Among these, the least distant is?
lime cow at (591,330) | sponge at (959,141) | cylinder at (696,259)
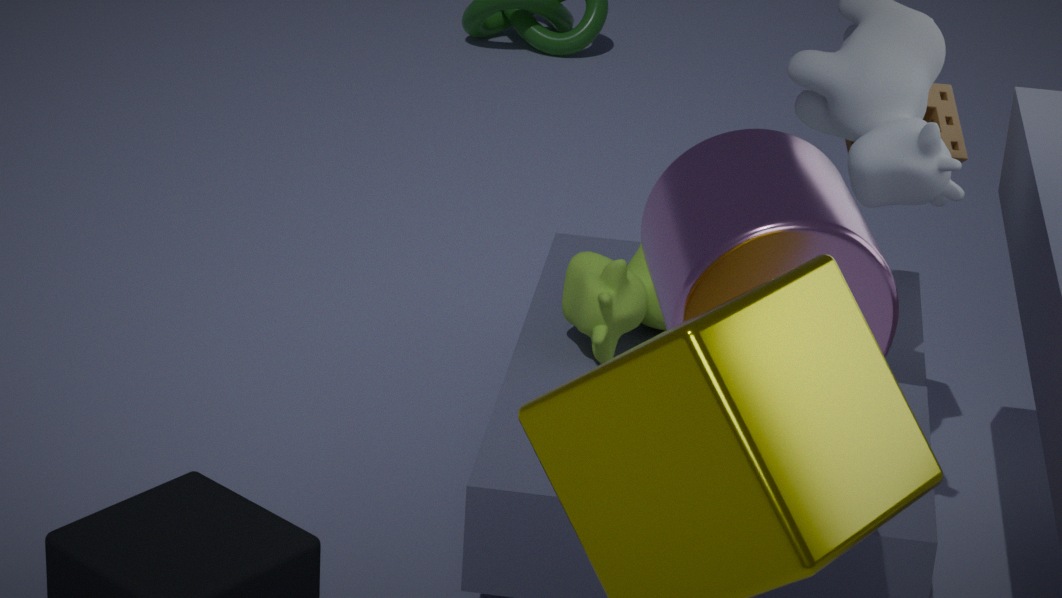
cylinder at (696,259)
